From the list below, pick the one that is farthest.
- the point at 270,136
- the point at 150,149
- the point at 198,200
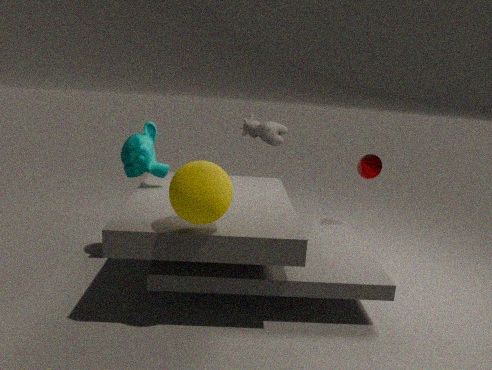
the point at 270,136
